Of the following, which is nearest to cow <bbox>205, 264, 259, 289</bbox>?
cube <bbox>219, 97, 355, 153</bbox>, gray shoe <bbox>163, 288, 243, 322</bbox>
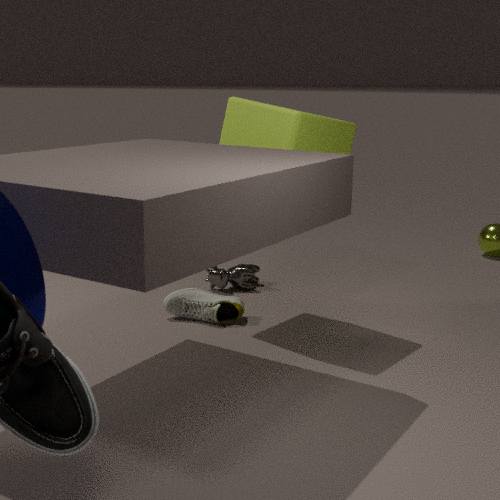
gray shoe <bbox>163, 288, 243, 322</bbox>
